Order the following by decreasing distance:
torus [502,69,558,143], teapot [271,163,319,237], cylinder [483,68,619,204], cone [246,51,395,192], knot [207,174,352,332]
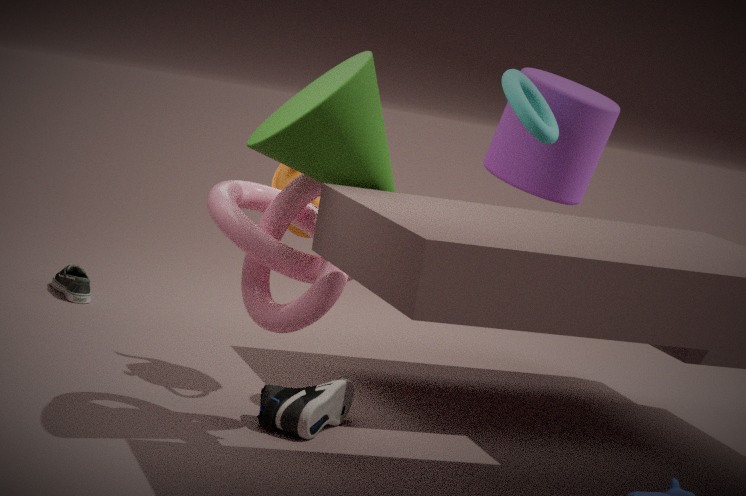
cylinder [483,68,619,204], teapot [271,163,319,237], torus [502,69,558,143], knot [207,174,352,332], cone [246,51,395,192]
